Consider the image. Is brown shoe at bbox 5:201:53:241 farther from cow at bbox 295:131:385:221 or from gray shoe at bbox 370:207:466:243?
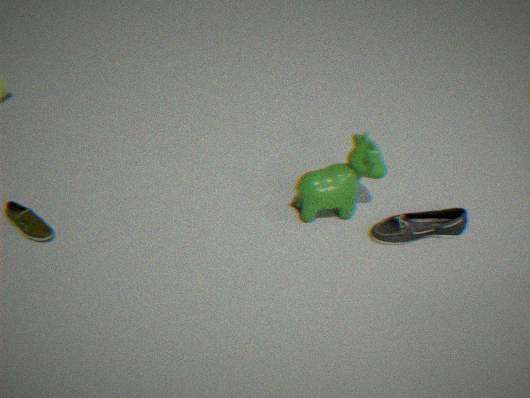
gray shoe at bbox 370:207:466:243
